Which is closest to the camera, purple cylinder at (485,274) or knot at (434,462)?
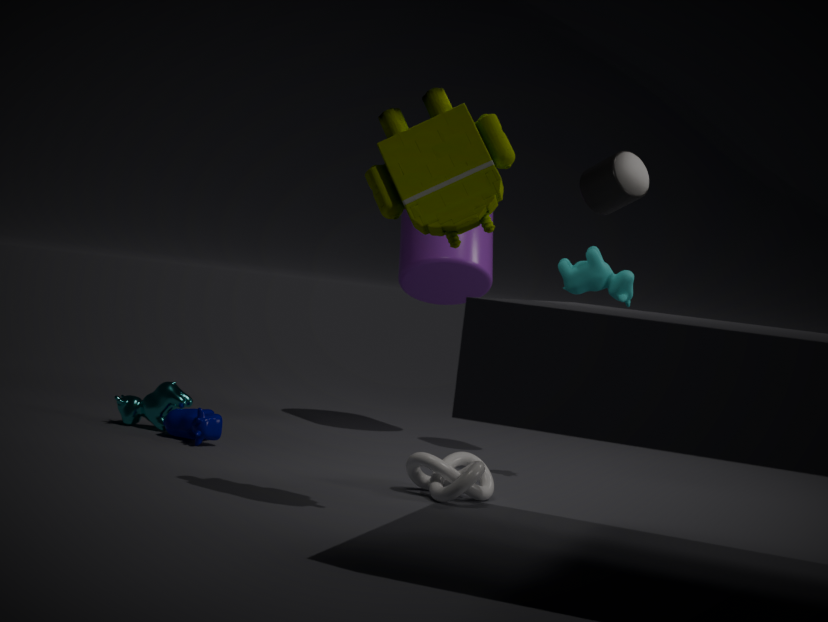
knot at (434,462)
